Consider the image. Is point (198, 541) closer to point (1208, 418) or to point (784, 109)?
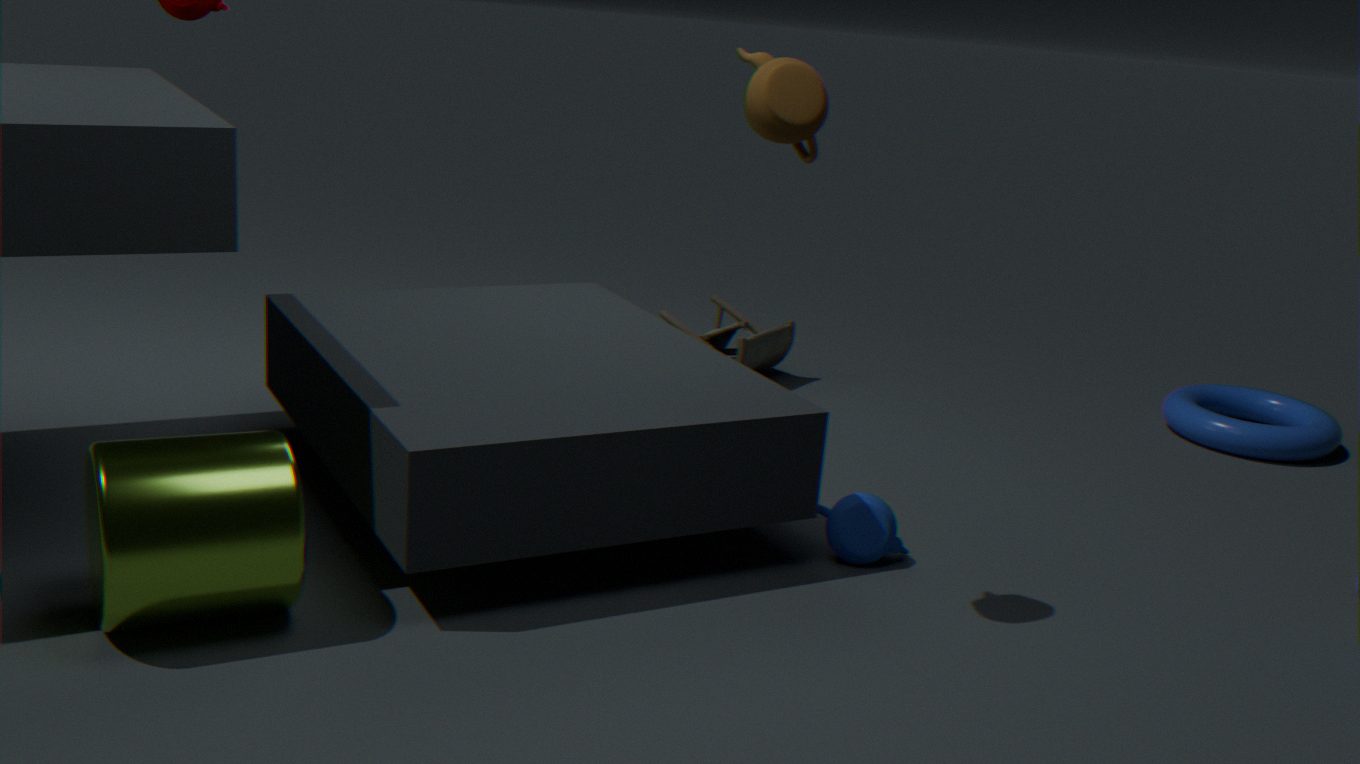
point (784, 109)
